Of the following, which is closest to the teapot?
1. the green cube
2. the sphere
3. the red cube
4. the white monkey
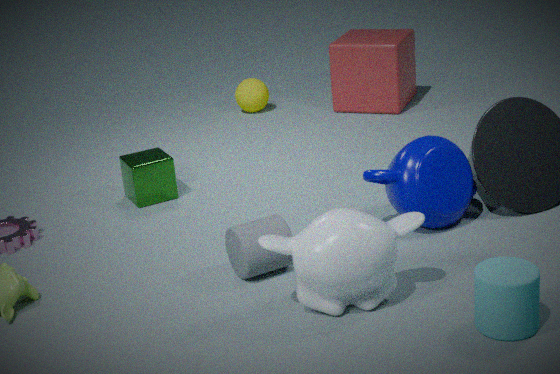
the white monkey
